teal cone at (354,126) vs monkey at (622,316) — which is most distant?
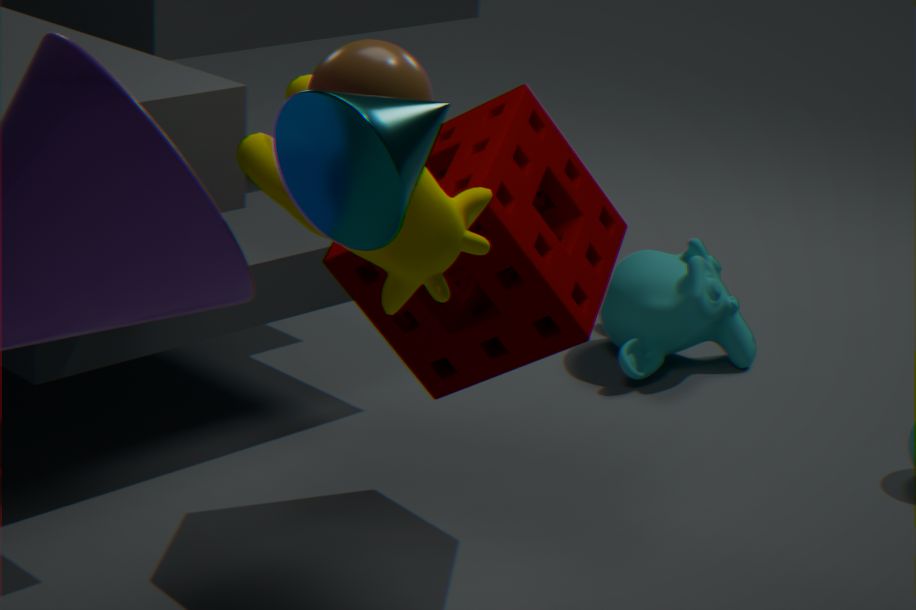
monkey at (622,316)
